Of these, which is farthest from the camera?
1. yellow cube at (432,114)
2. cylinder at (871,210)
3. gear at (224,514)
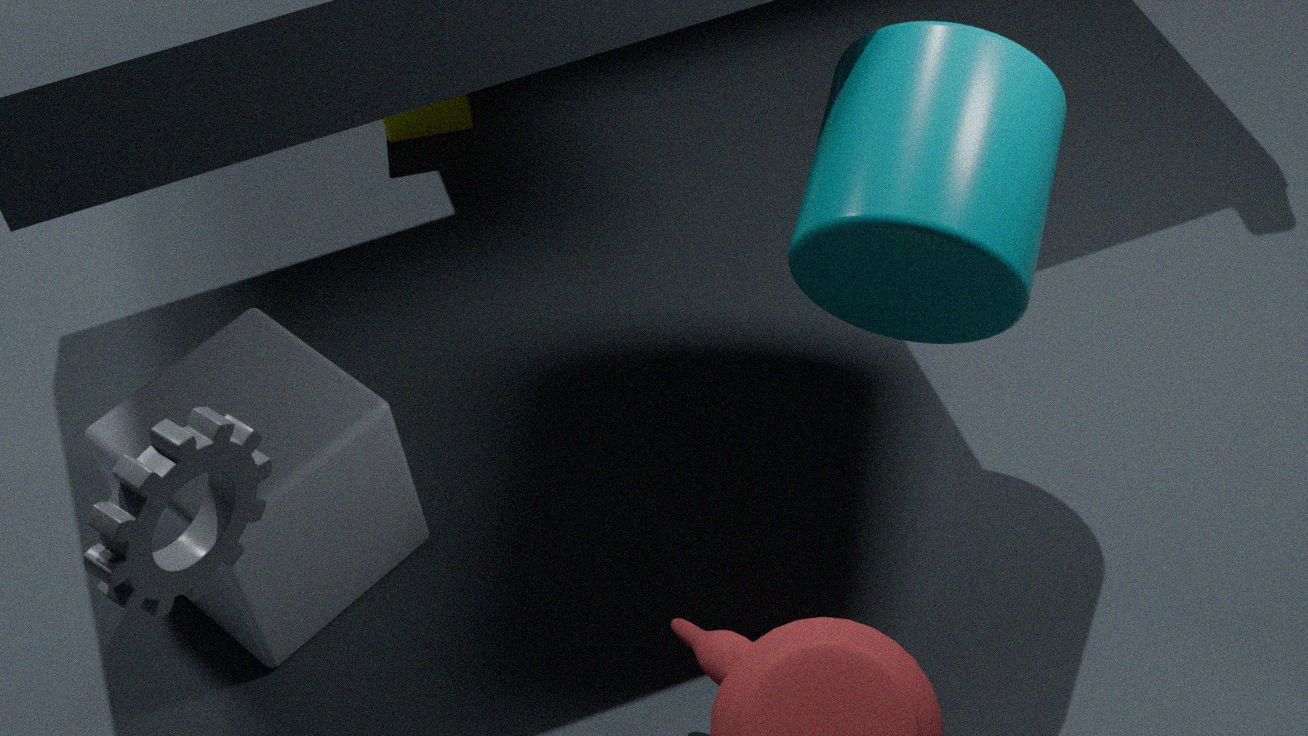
yellow cube at (432,114)
